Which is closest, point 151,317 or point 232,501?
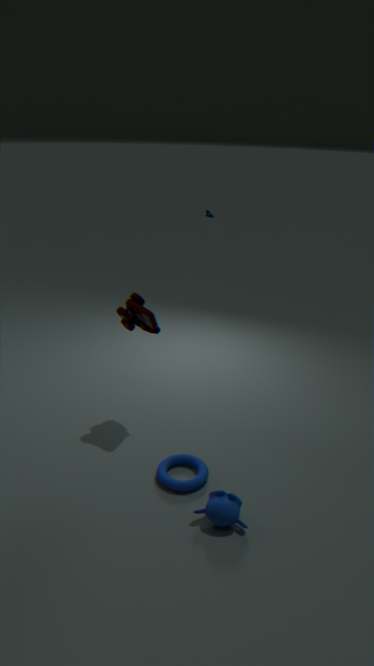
point 232,501
